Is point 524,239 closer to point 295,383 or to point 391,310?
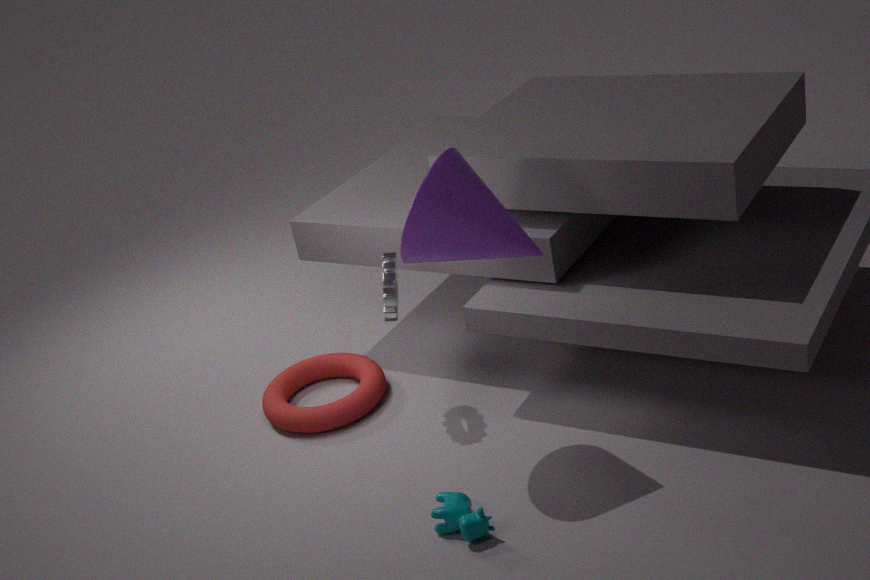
point 391,310
